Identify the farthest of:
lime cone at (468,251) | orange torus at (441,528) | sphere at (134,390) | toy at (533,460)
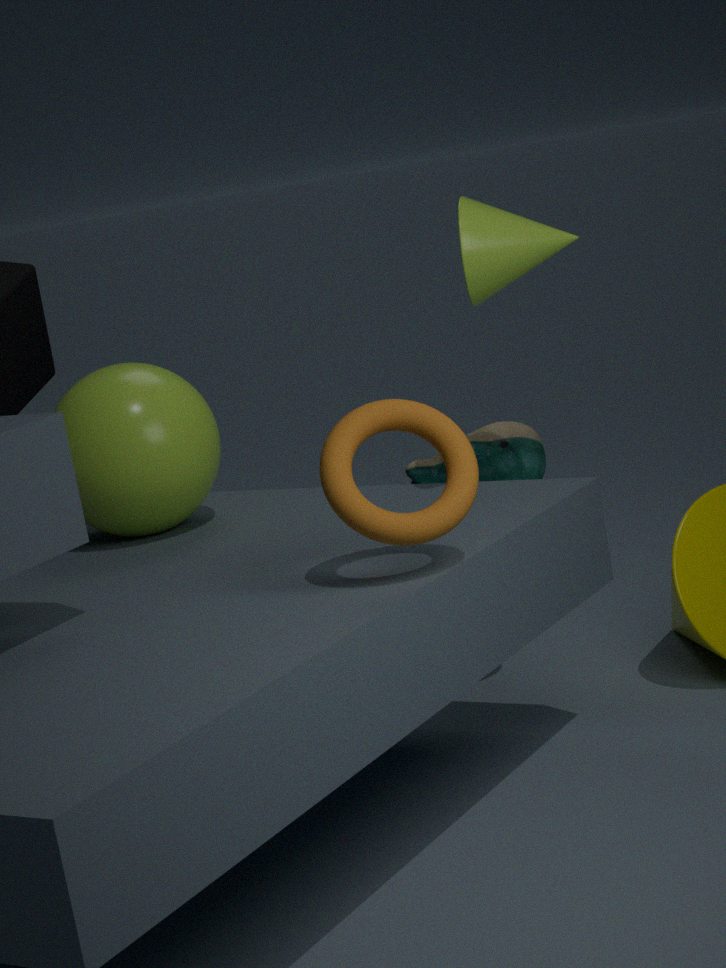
toy at (533,460)
